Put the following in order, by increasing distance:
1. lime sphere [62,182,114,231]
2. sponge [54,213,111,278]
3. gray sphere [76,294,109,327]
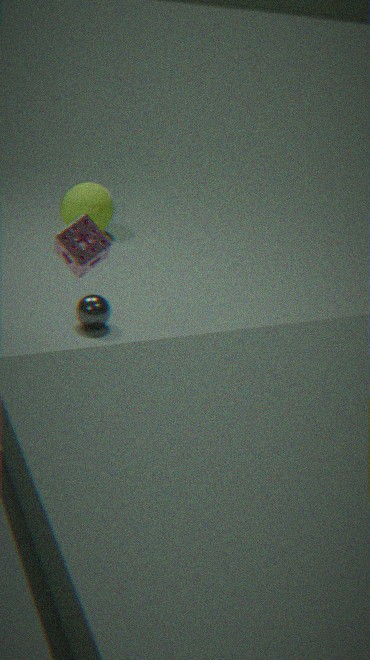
A: sponge [54,213,111,278] < gray sphere [76,294,109,327] < lime sphere [62,182,114,231]
